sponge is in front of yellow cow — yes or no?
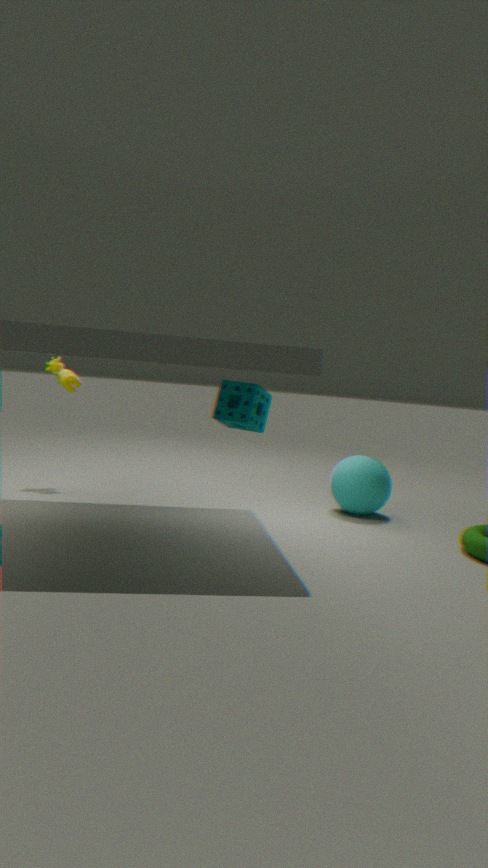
Yes
